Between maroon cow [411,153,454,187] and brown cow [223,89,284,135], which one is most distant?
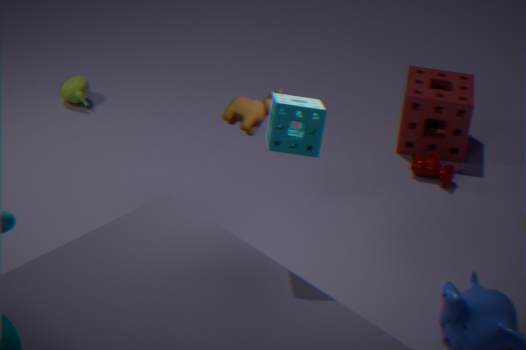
maroon cow [411,153,454,187]
